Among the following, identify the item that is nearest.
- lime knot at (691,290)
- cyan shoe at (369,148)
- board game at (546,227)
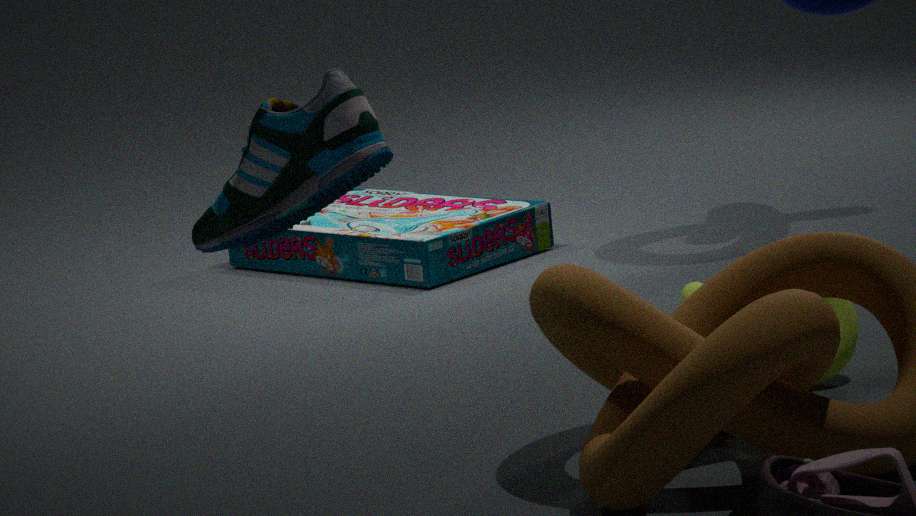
cyan shoe at (369,148)
